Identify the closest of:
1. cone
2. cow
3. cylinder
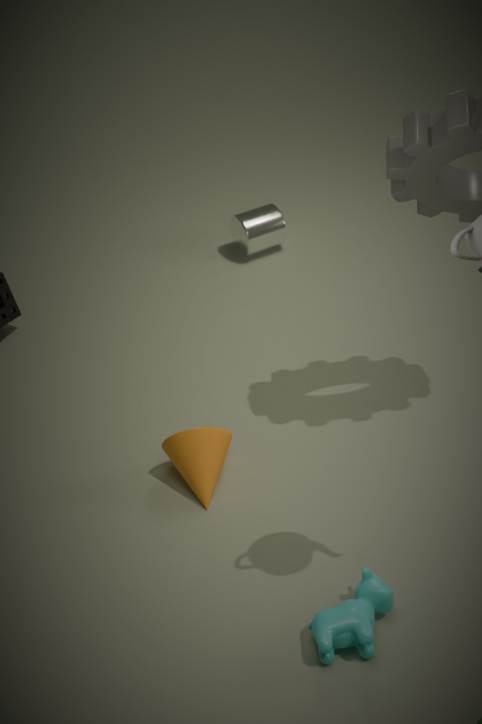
cow
